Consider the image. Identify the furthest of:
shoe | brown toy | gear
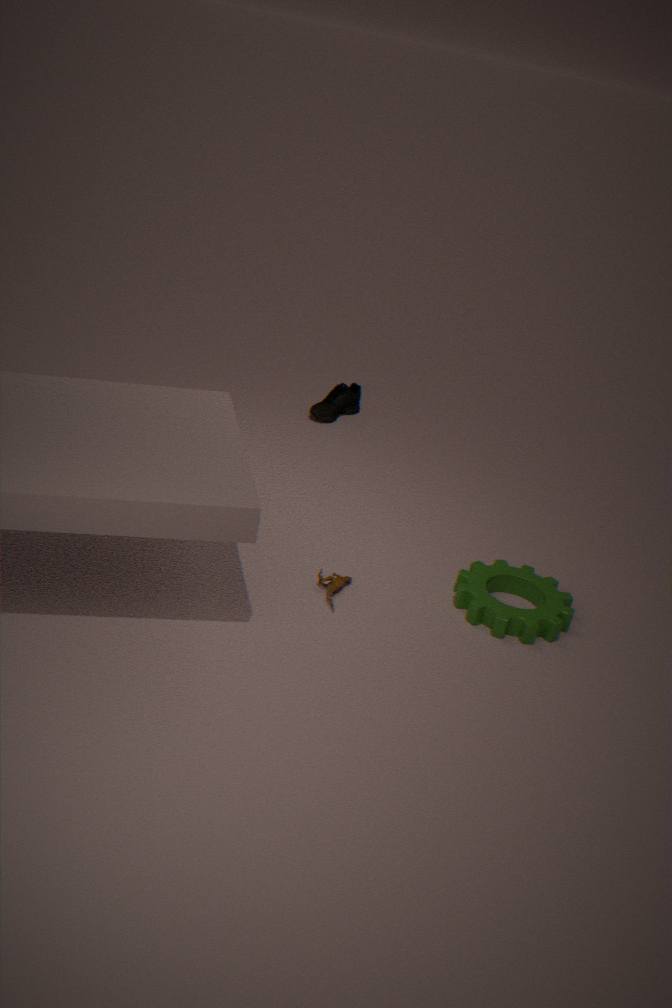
shoe
